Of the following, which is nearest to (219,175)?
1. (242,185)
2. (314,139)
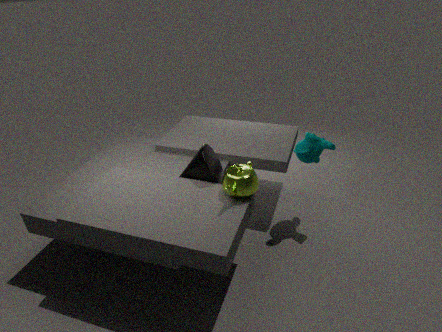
(242,185)
